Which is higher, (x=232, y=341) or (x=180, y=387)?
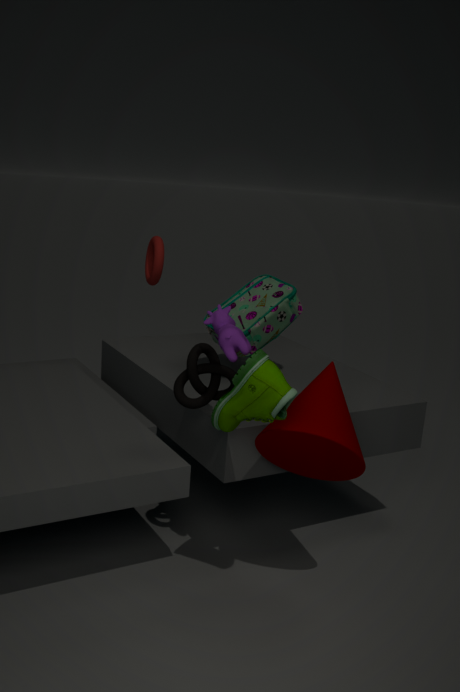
(x=232, y=341)
